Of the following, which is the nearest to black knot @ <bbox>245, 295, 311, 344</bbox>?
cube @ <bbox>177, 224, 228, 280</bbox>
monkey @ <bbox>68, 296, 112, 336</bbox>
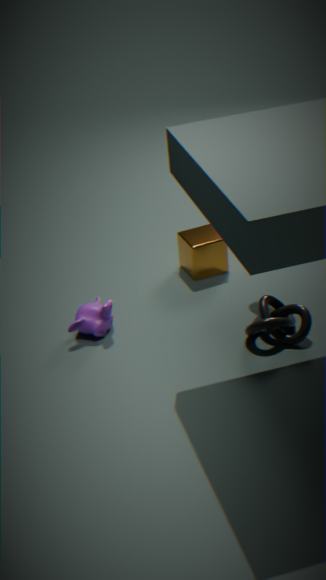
cube @ <bbox>177, 224, 228, 280</bbox>
